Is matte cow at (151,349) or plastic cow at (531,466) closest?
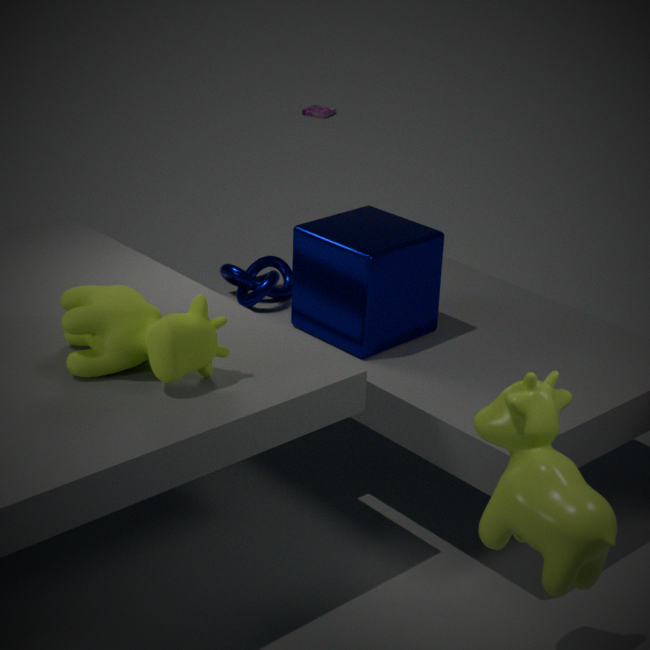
plastic cow at (531,466)
